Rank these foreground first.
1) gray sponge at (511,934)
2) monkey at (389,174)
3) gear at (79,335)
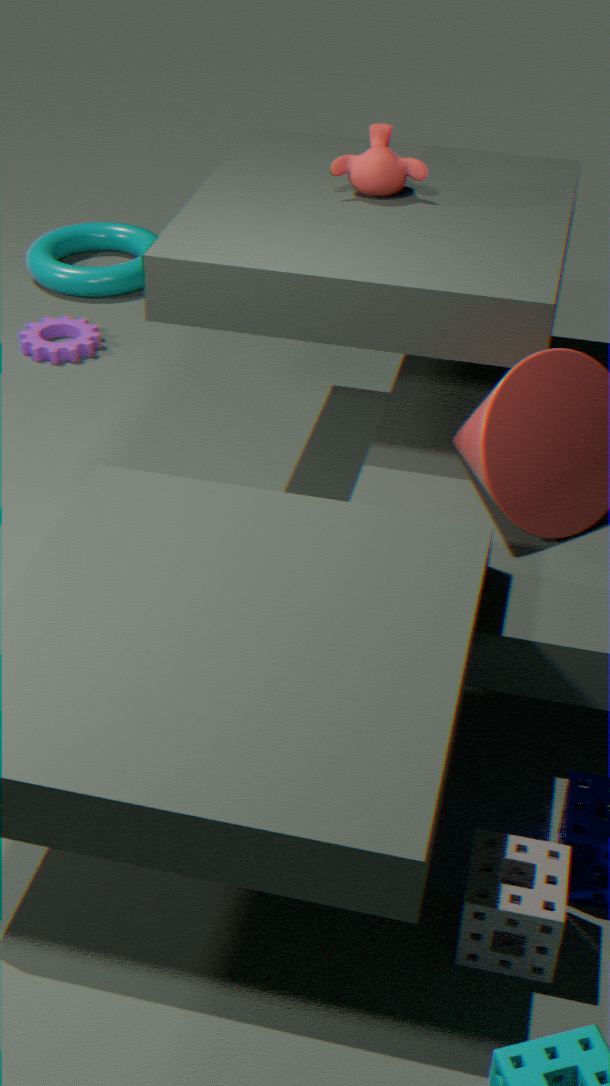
1. 1. gray sponge at (511,934)
2. 2. monkey at (389,174)
3. 3. gear at (79,335)
